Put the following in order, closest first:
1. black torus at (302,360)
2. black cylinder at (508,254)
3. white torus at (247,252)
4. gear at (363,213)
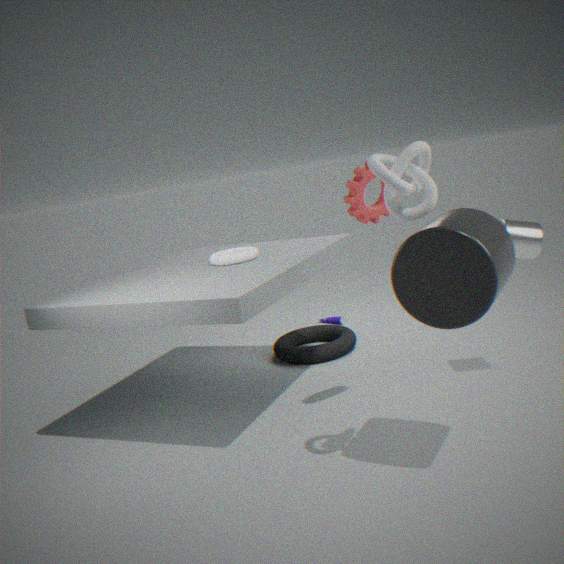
black cylinder at (508,254) < gear at (363,213) < white torus at (247,252) < black torus at (302,360)
